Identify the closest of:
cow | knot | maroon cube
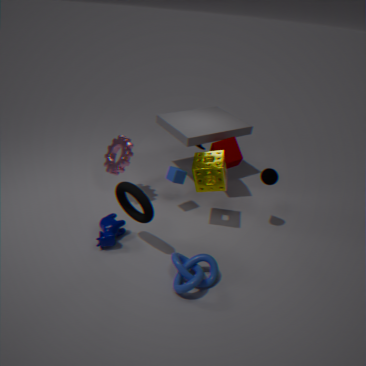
knot
